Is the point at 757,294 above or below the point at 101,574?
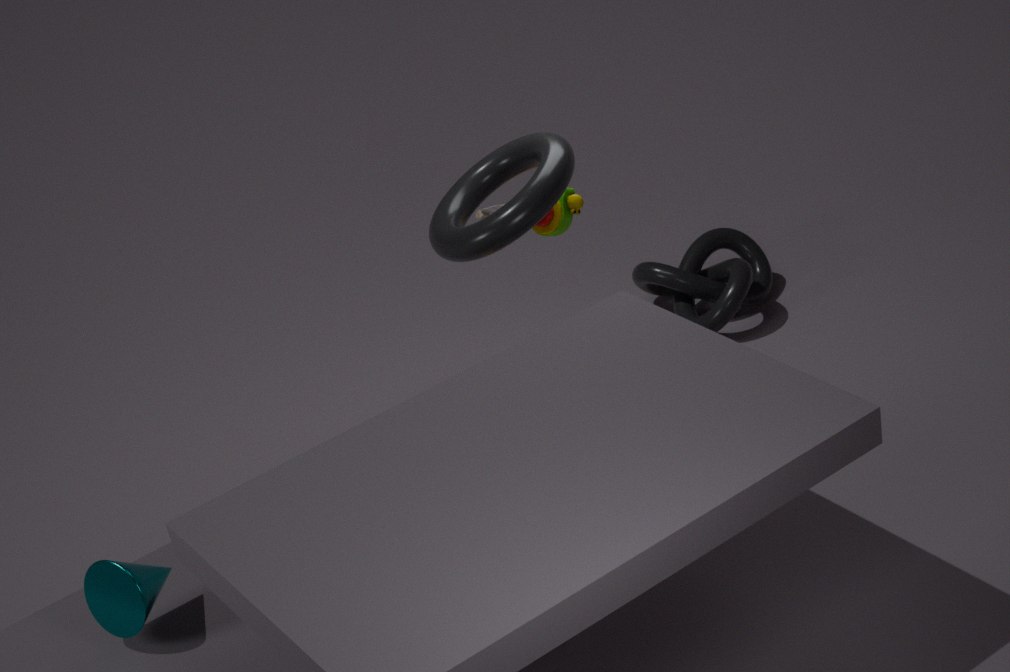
below
